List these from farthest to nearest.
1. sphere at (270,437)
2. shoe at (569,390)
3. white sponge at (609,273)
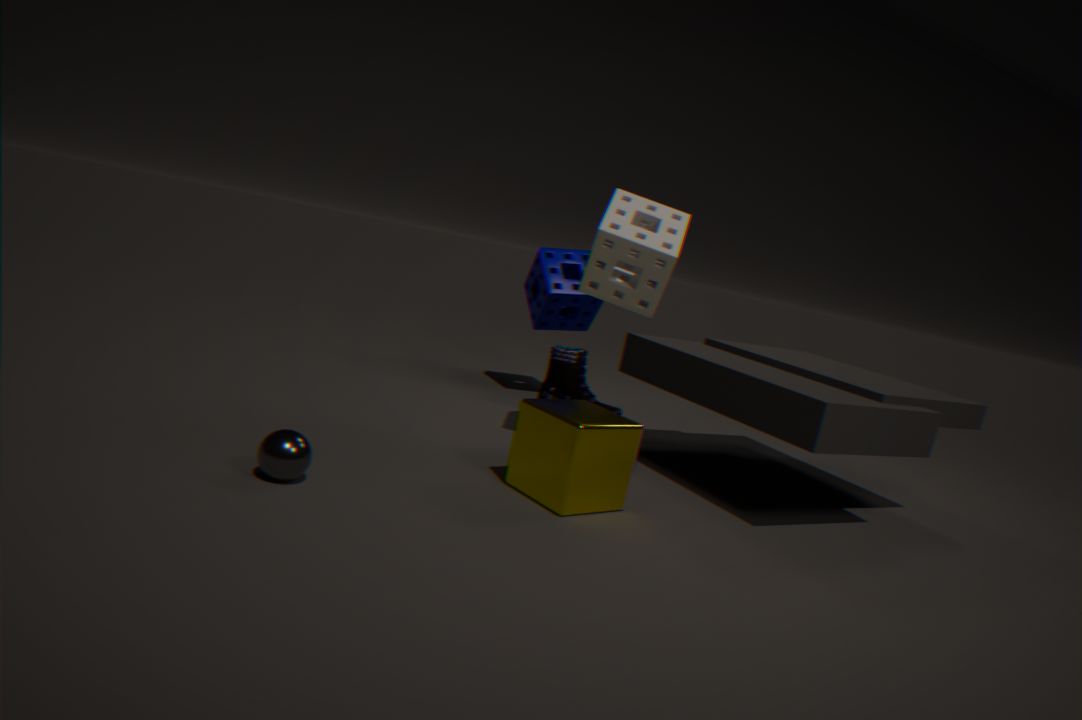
shoe at (569,390)
white sponge at (609,273)
sphere at (270,437)
